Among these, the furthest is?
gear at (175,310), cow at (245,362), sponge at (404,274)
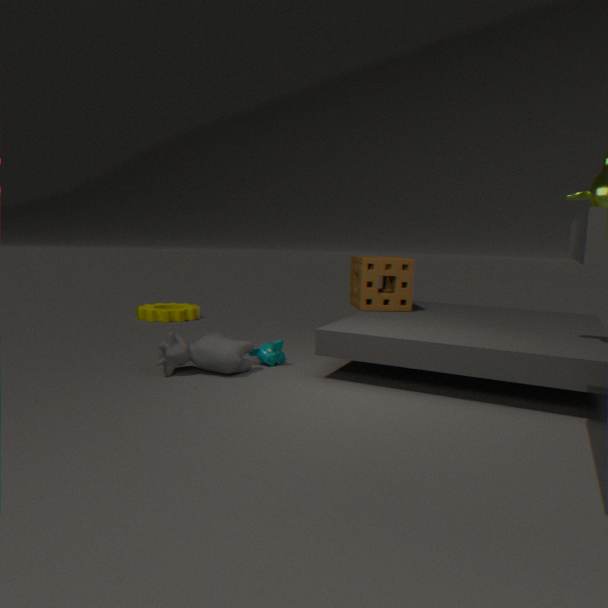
gear at (175,310)
